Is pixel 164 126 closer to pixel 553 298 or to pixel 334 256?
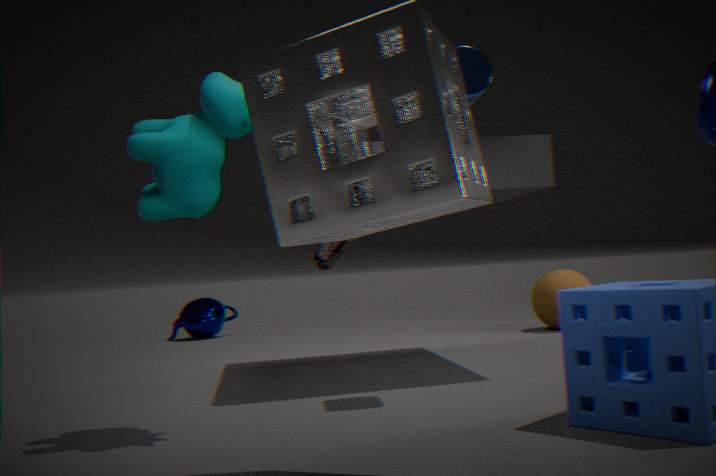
pixel 334 256
